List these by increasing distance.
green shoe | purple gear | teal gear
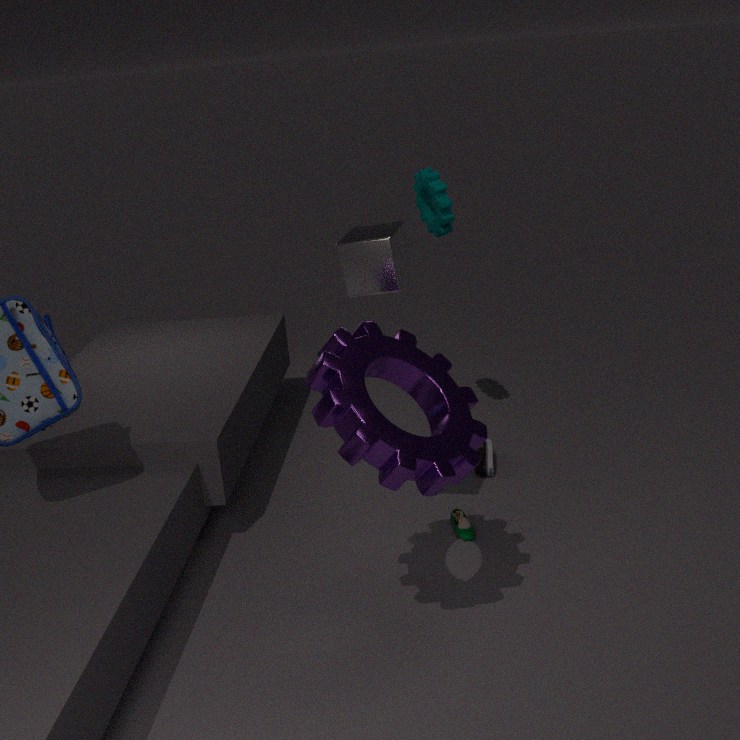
purple gear < green shoe < teal gear
